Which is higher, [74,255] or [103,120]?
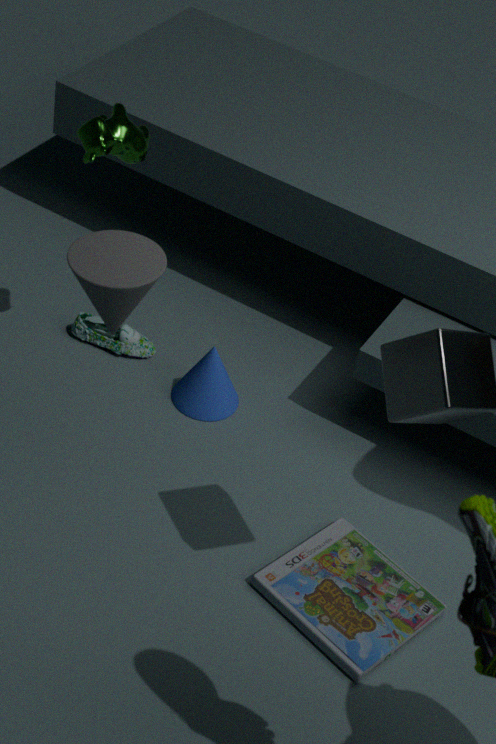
[74,255]
